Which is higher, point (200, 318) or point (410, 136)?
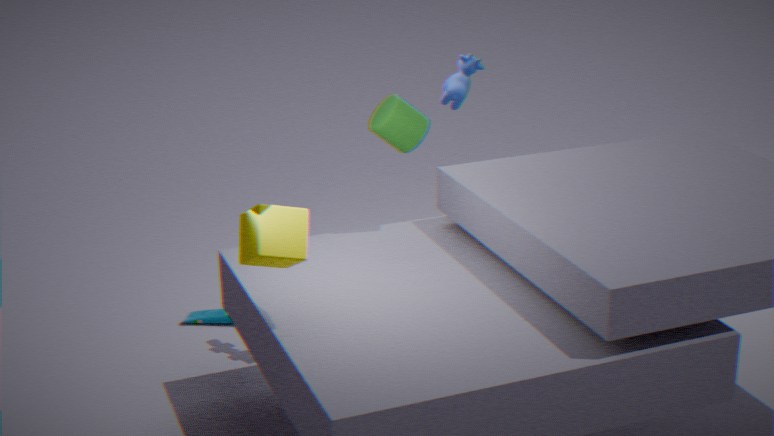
point (410, 136)
